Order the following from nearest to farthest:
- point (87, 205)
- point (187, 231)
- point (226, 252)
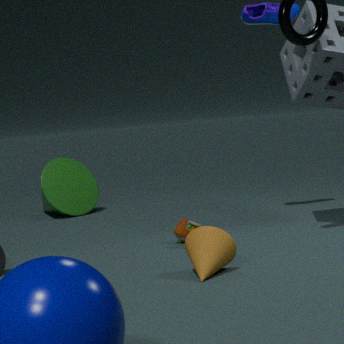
→ point (226, 252)
point (187, 231)
point (87, 205)
